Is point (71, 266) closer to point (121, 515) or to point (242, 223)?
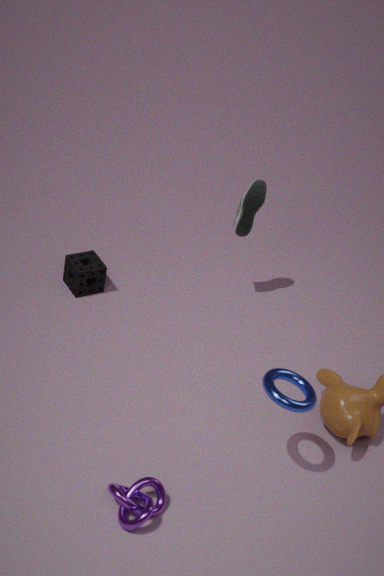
point (242, 223)
